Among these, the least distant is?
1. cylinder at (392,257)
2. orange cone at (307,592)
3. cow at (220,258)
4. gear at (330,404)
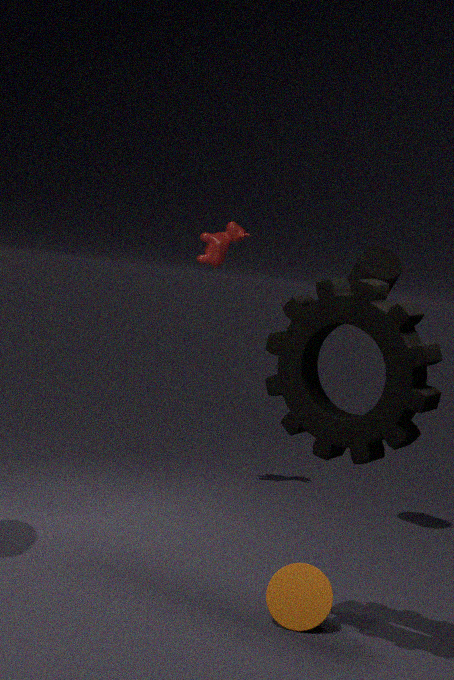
gear at (330,404)
